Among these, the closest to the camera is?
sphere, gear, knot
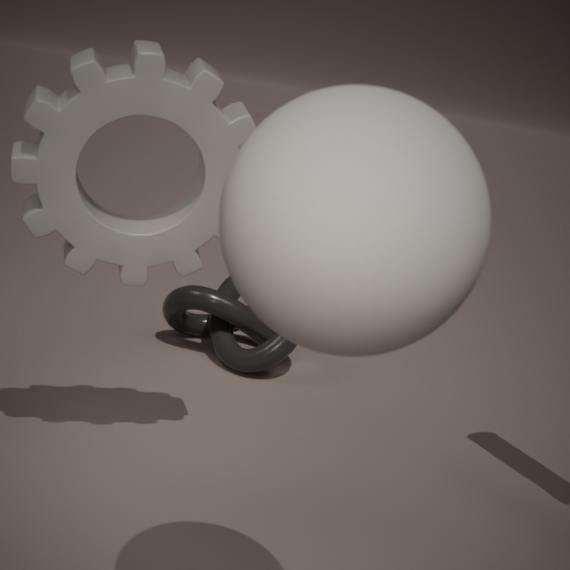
sphere
